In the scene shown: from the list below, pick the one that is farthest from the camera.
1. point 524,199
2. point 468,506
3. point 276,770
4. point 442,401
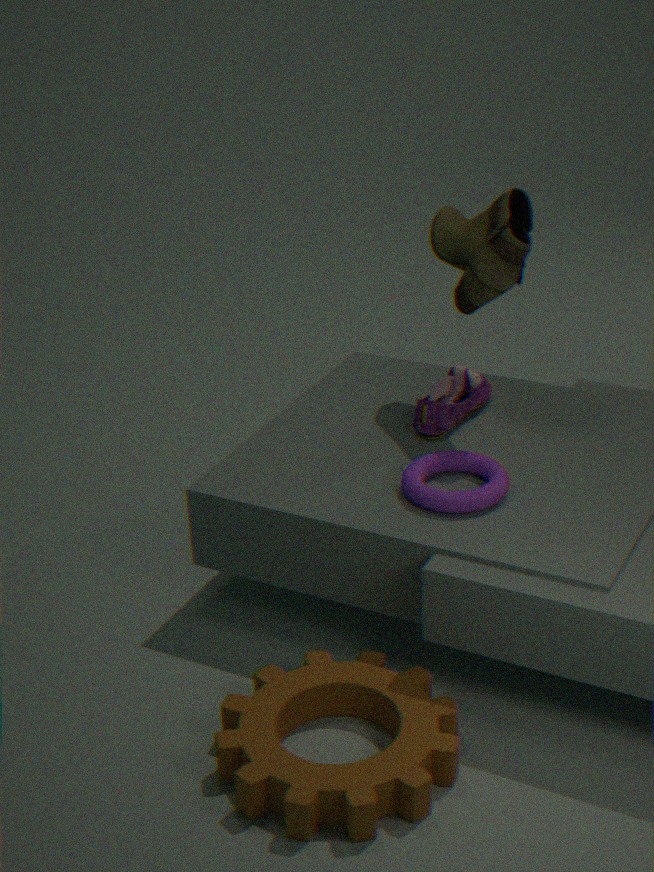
point 442,401
